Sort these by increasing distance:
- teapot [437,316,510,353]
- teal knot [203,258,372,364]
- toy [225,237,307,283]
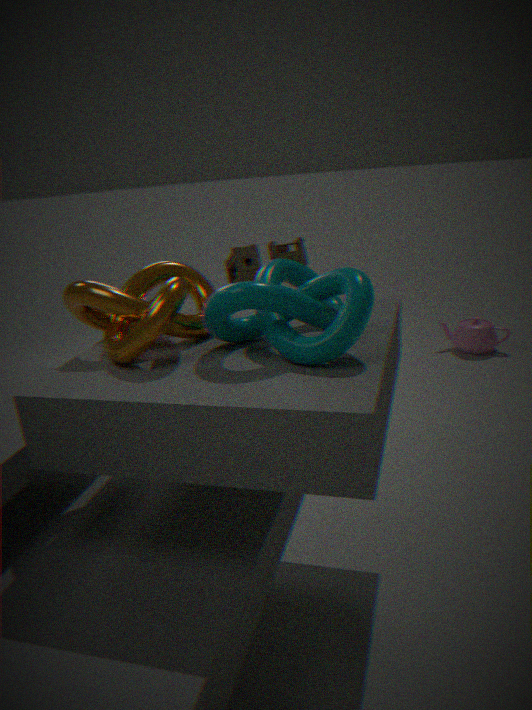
teal knot [203,258,372,364], toy [225,237,307,283], teapot [437,316,510,353]
